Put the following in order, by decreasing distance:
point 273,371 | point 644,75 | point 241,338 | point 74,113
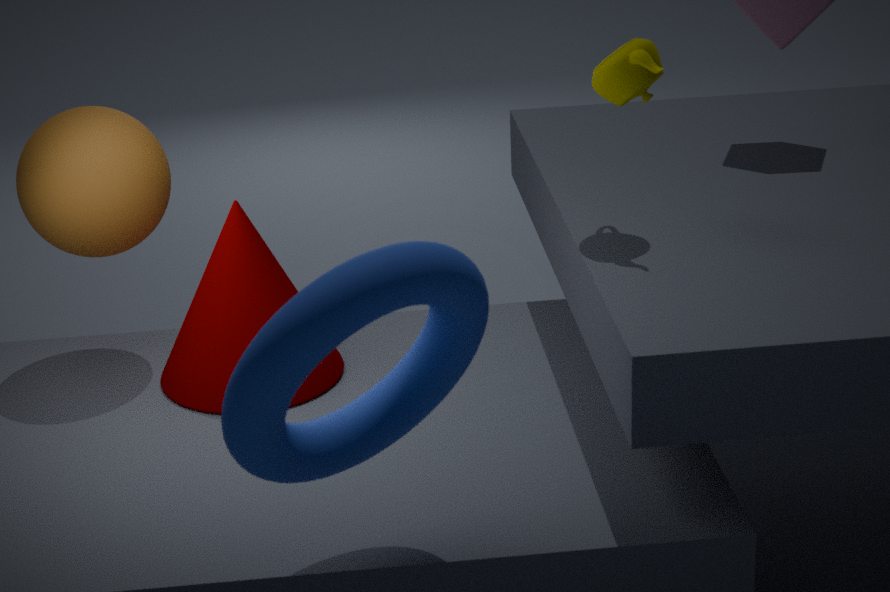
point 74,113
point 241,338
point 644,75
point 273,371
